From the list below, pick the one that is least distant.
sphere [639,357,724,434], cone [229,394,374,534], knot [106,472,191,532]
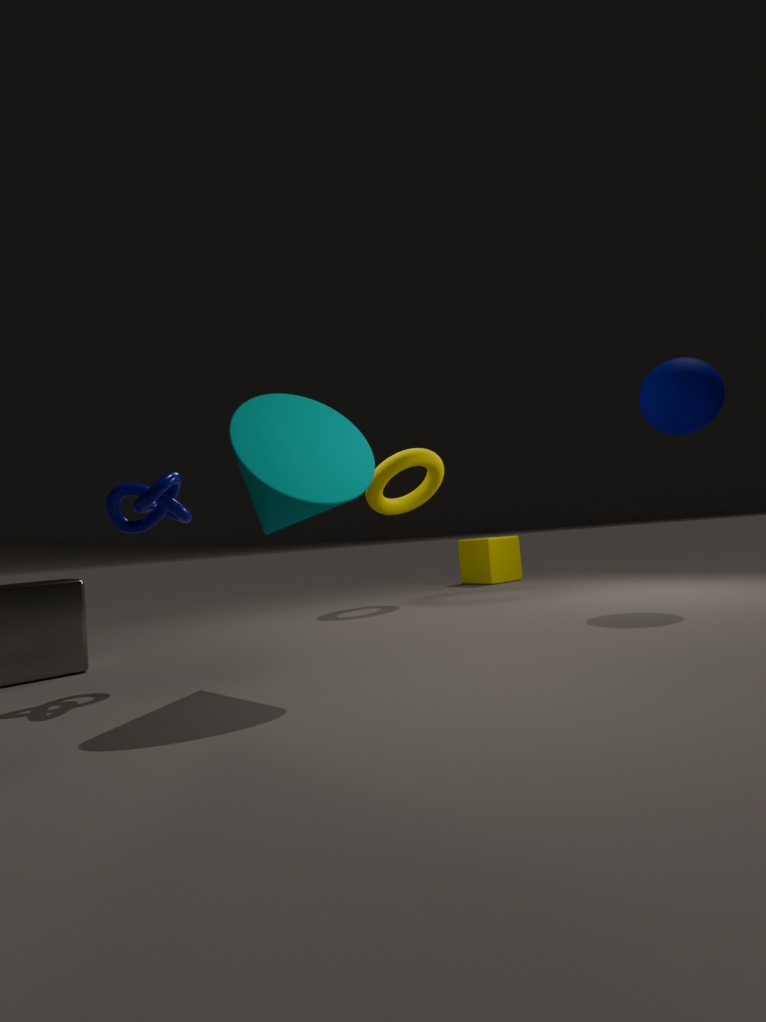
cone [229,394,374,534]
